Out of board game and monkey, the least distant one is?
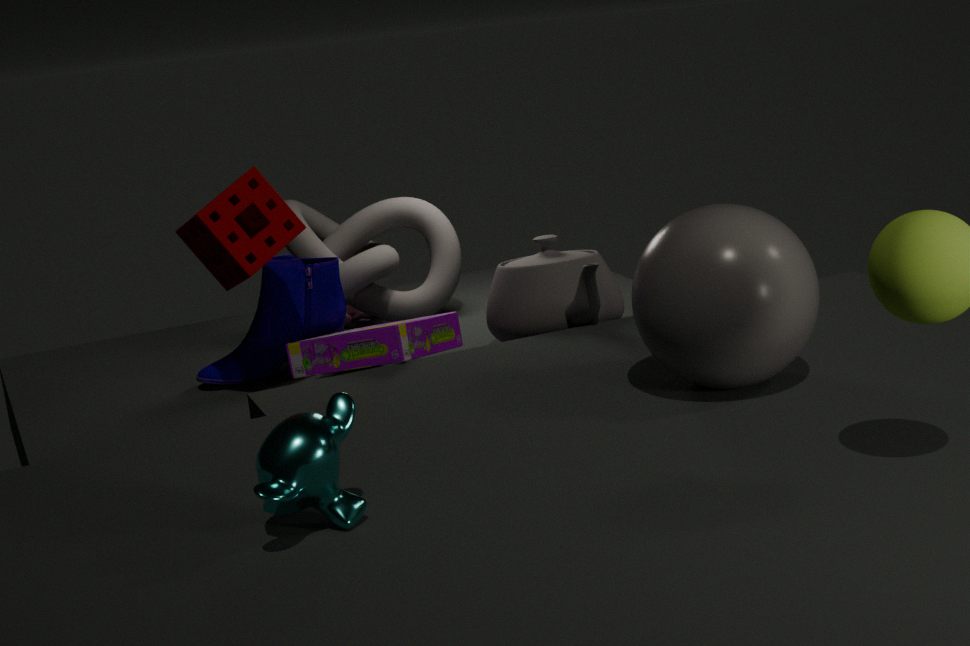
monkey
